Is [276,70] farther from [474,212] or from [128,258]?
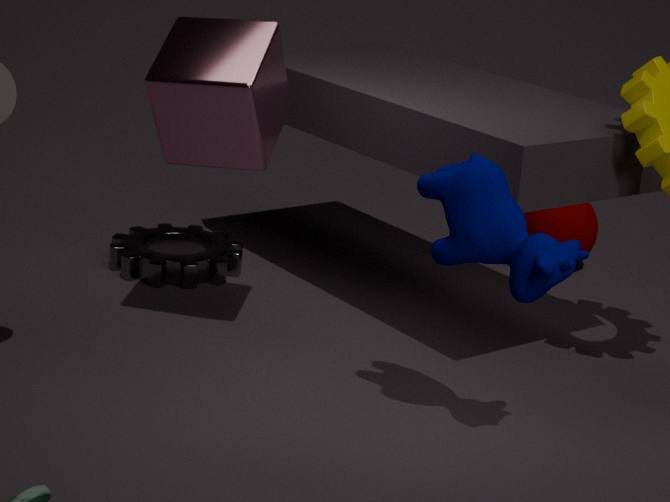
[128,258]
